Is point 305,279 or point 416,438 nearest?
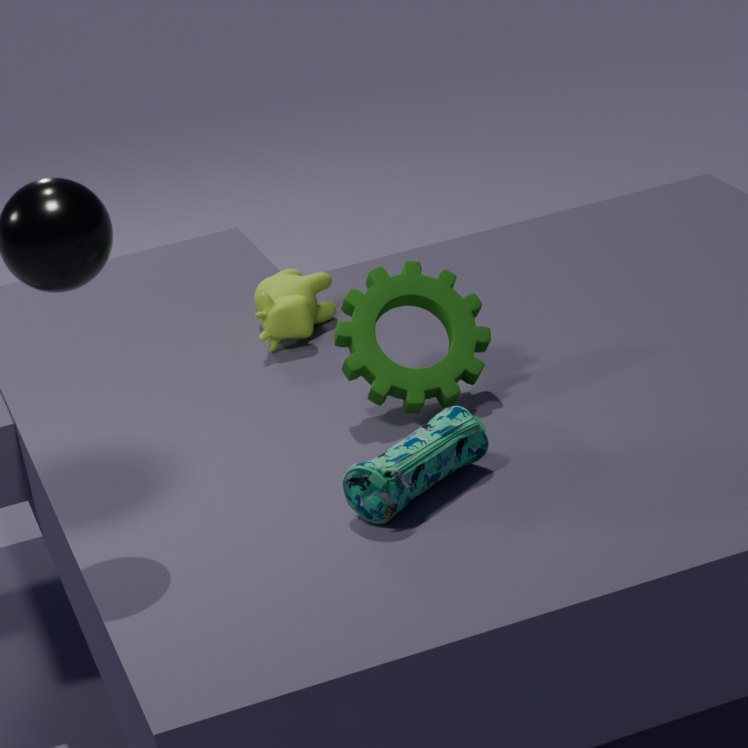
point 416,438
